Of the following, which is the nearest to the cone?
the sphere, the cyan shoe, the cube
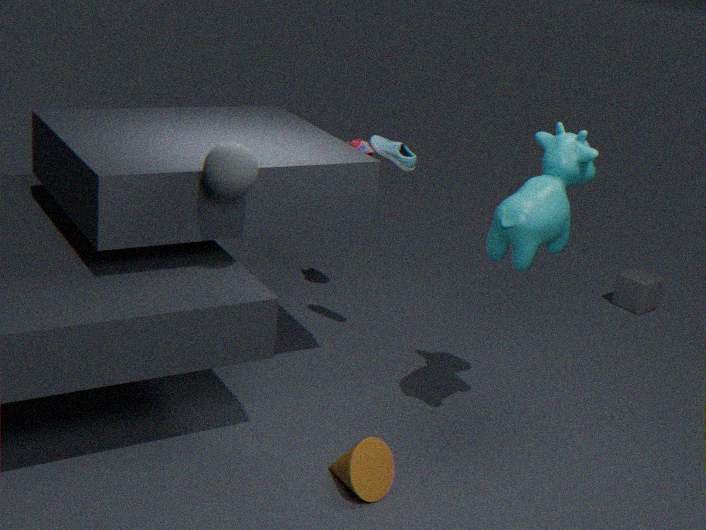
the sphere
